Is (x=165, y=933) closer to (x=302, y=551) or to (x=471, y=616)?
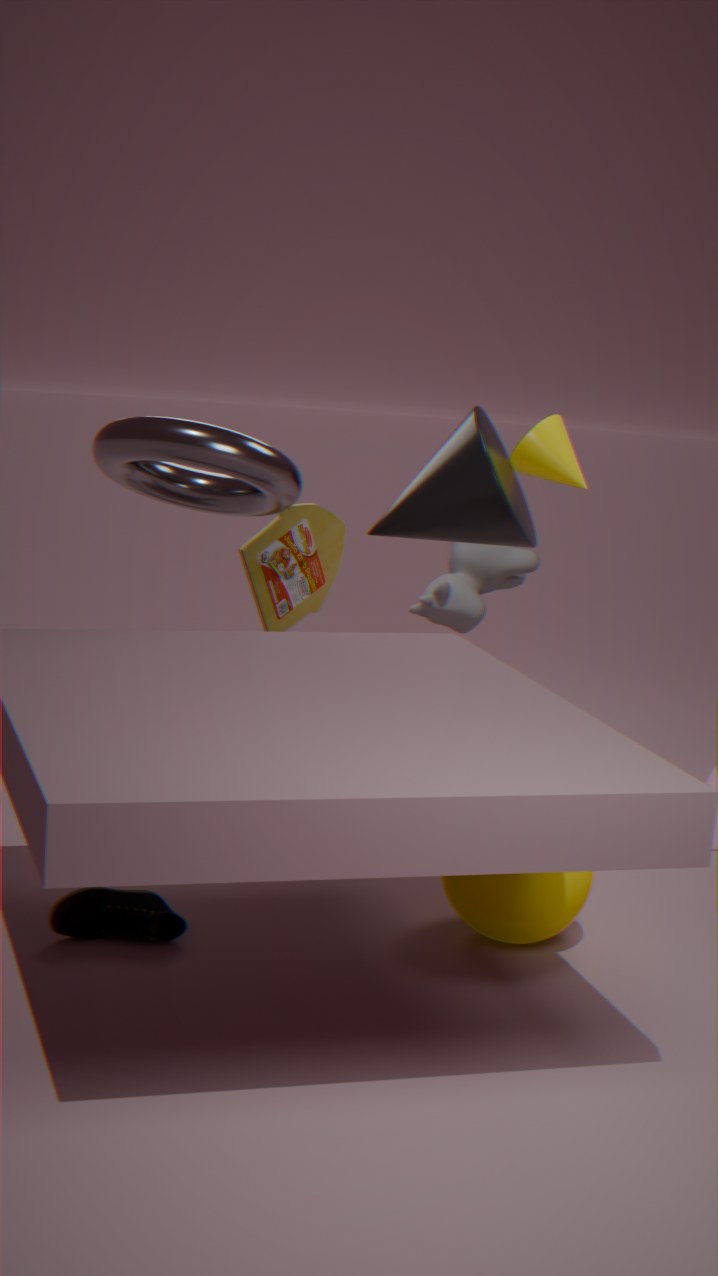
(x=302, y=551)
